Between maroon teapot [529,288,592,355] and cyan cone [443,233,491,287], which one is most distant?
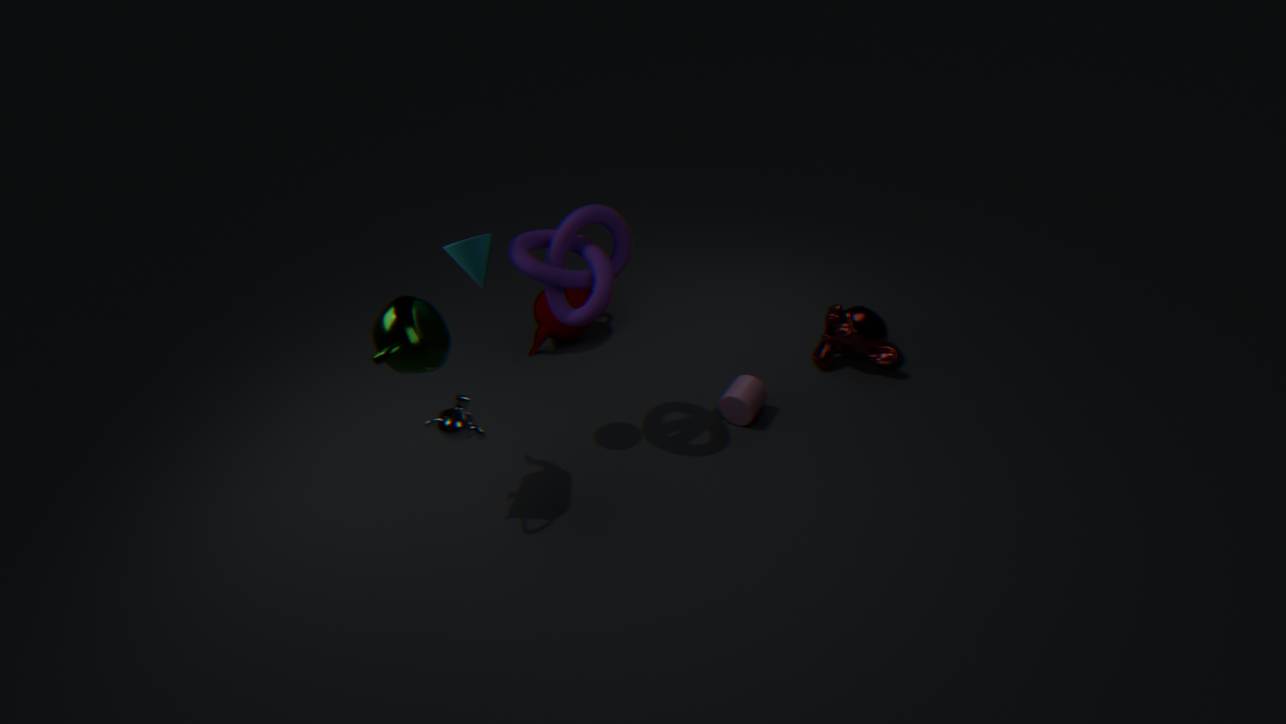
maroon teapot [529,288,592,355]
